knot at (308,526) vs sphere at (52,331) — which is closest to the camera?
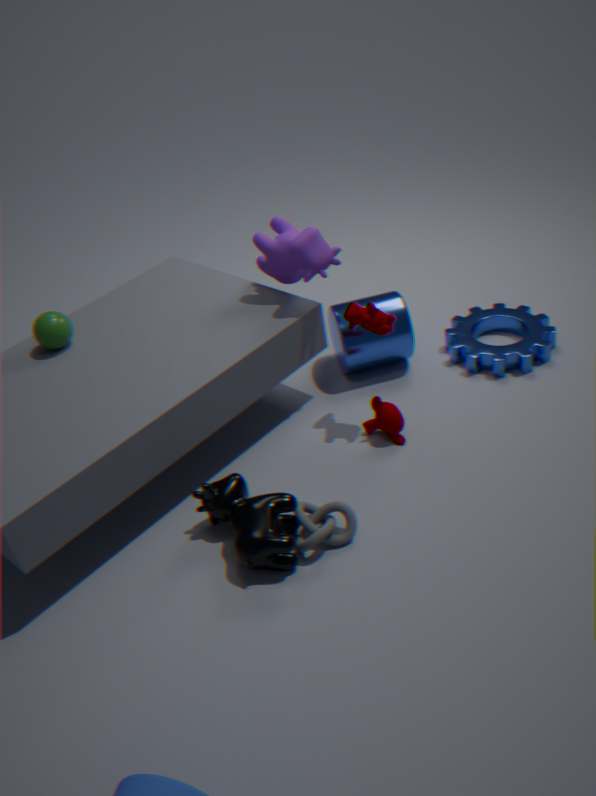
knot at (308,526)
